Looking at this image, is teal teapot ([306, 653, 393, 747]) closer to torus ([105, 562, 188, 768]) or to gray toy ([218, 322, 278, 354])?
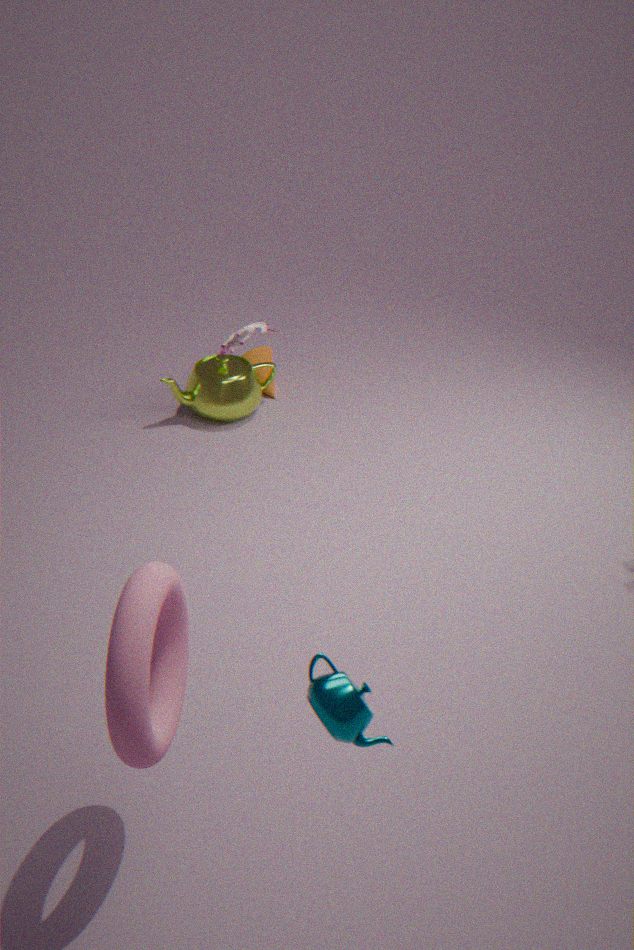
torus ([105, 562, 188, 768])
